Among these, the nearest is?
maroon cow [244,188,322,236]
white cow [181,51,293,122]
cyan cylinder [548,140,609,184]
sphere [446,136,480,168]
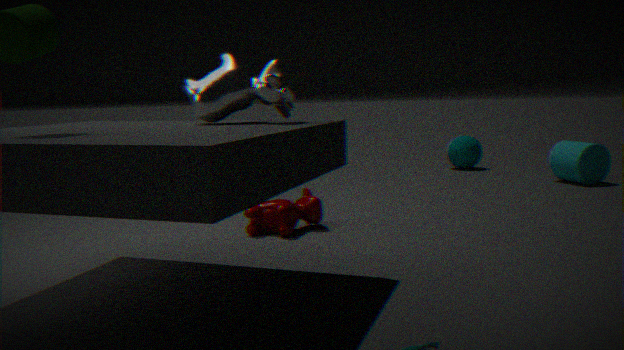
white cow [181,51,293,122]
